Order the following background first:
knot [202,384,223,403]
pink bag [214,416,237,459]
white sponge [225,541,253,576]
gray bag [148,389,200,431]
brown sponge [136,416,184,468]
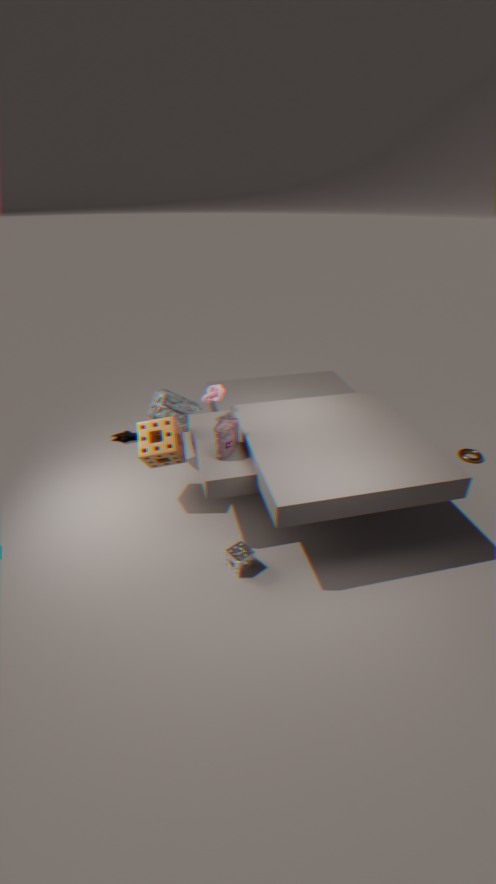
gray bag [148,389,200,431] < knot [202,384,223,403] < brown sponge [136,416,184,468] < pink bag [214,416,237,459] < white sponge [225,541,253,576]
